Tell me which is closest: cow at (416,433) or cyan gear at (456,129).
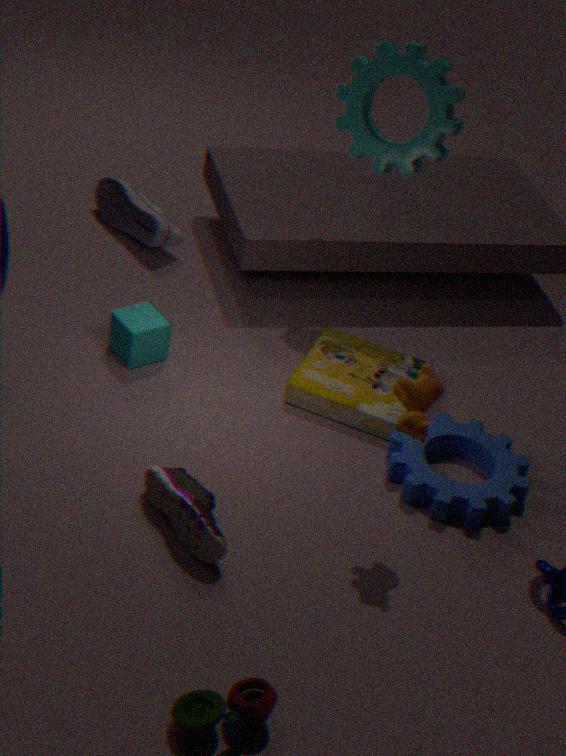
cow at (416,433)
